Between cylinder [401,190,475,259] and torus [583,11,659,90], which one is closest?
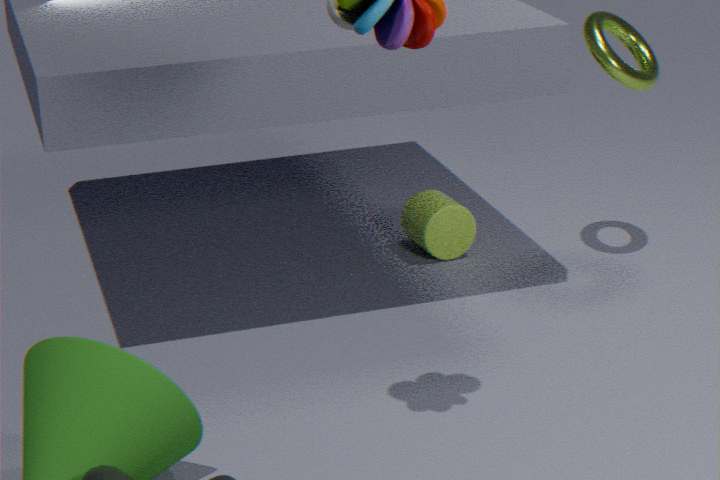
torus [583,11,659,90]
